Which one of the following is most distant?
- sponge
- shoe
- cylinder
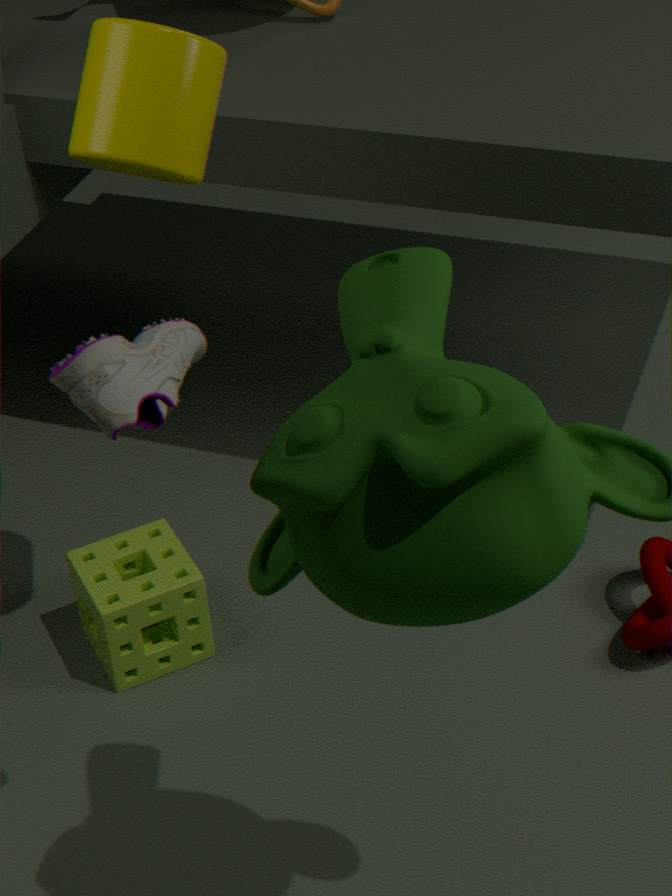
sponge
